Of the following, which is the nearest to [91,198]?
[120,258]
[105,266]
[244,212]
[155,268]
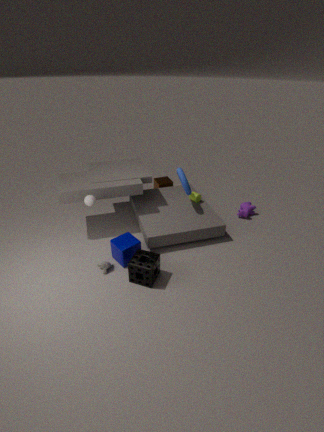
[120,258]
